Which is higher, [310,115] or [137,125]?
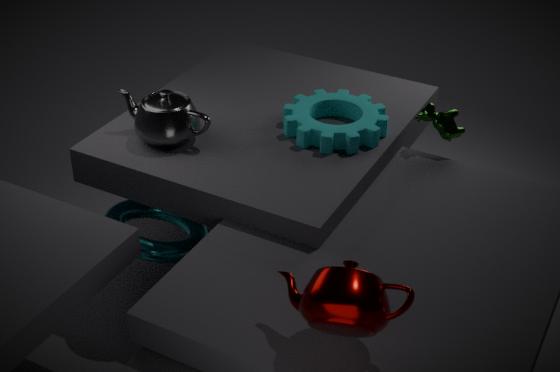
[137,125]
